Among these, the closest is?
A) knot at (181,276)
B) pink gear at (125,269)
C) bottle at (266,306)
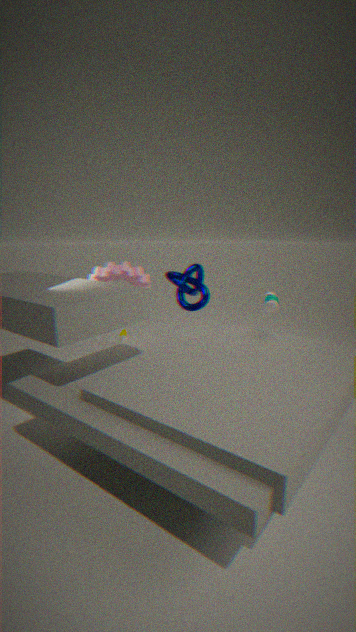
bottle at (266,306)
